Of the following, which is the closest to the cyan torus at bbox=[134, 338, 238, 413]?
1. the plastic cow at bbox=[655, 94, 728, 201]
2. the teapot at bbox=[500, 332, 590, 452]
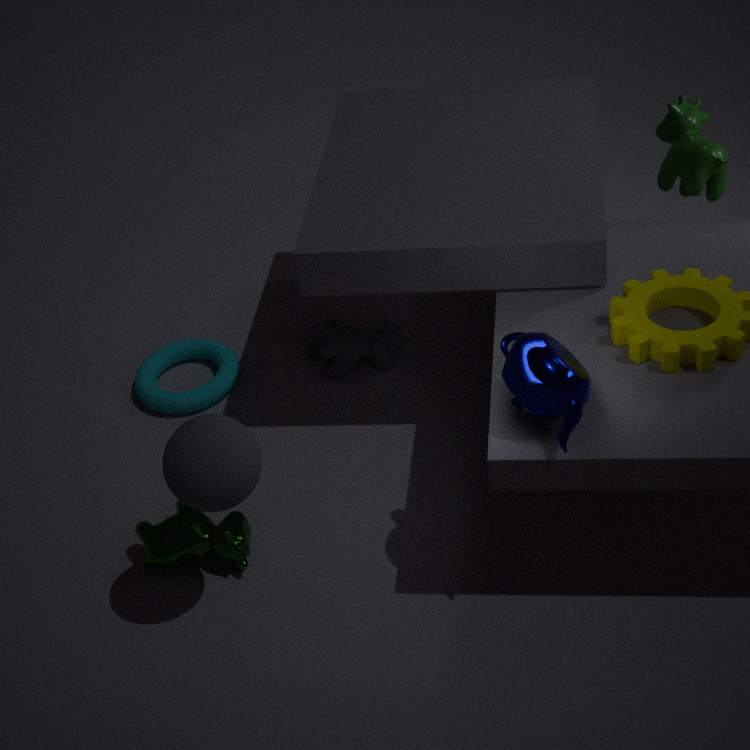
the teapot at bbox=[500, 332, 590, 452]
